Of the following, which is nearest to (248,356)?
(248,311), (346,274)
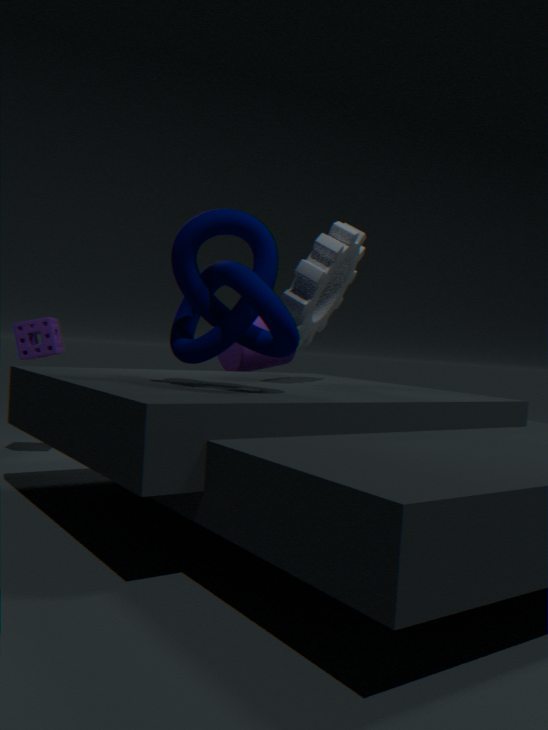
(346,274)
